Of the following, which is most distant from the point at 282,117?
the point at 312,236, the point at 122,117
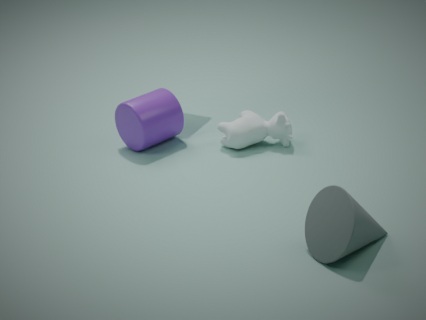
the point at 312,236
